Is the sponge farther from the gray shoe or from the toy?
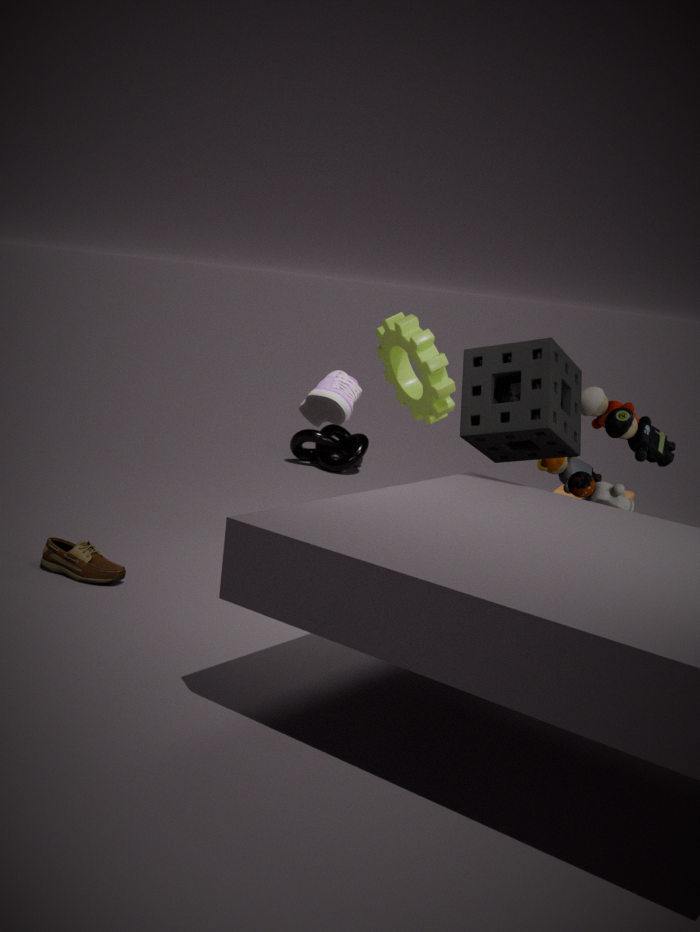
the gray shoe
